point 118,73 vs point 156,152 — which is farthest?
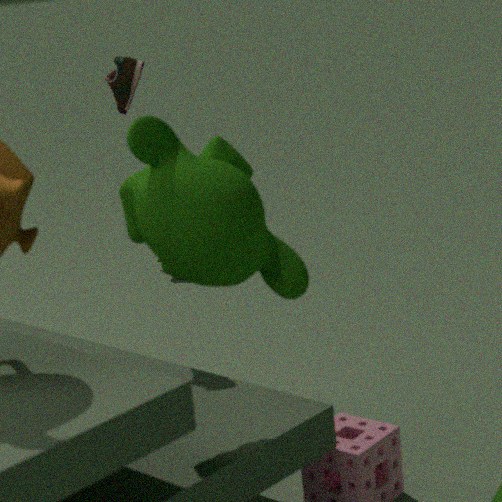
point 118,73
